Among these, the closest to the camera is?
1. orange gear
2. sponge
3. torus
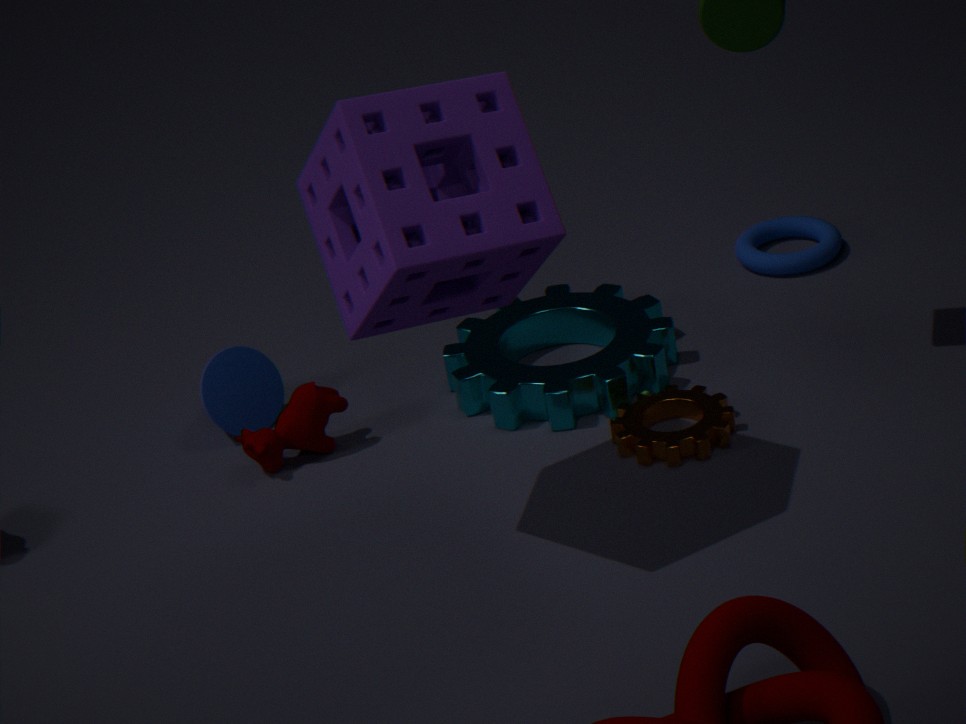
sponge
